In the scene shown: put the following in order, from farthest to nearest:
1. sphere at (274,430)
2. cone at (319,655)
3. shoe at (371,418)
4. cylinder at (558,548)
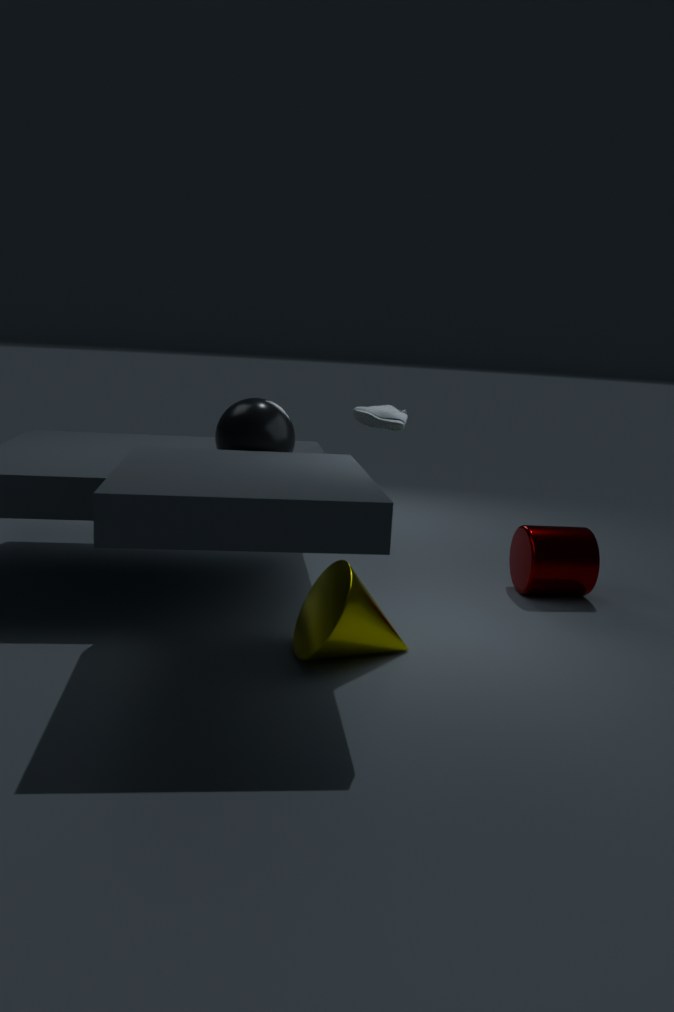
cylinder at (558,548) < shoe at (371,418) < sphere at (274,430) < cone at (319,655)
